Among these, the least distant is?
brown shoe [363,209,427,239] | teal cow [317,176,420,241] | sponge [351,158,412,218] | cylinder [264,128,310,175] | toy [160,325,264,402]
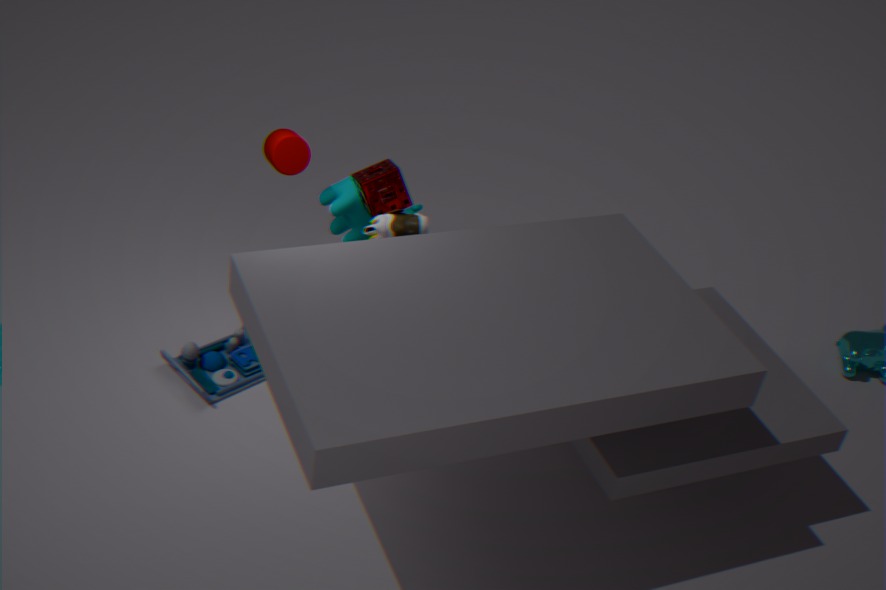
brown shoe [363,209,427,239]
